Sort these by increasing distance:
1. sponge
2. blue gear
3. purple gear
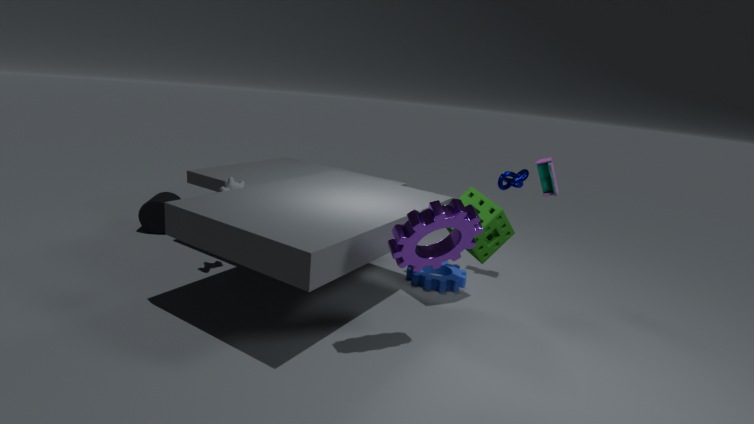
purple gear
sponge
blue gear
